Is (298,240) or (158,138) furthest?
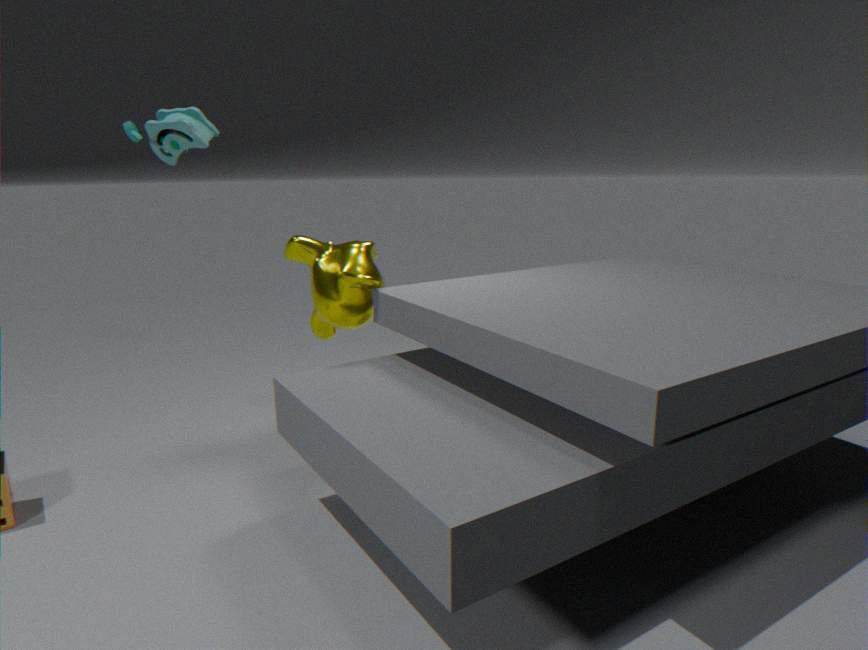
(158,138)
